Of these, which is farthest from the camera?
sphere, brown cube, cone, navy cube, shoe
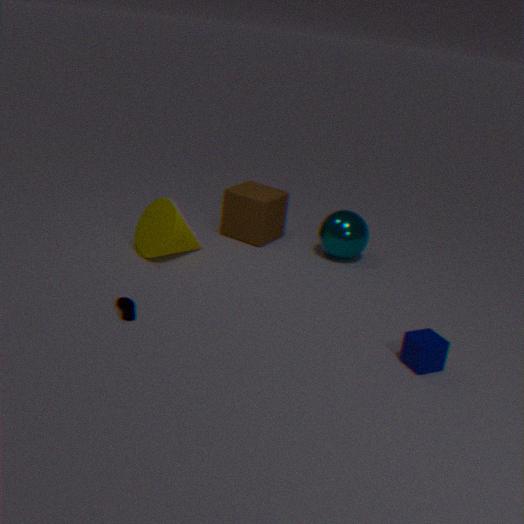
brown cube
